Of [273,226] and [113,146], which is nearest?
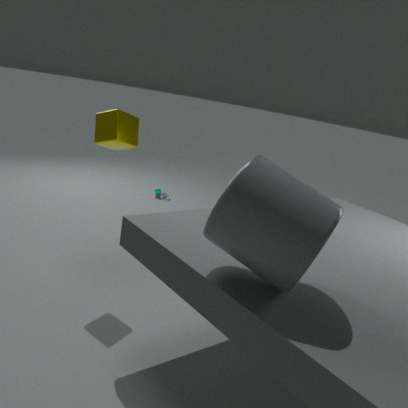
[273,226]
